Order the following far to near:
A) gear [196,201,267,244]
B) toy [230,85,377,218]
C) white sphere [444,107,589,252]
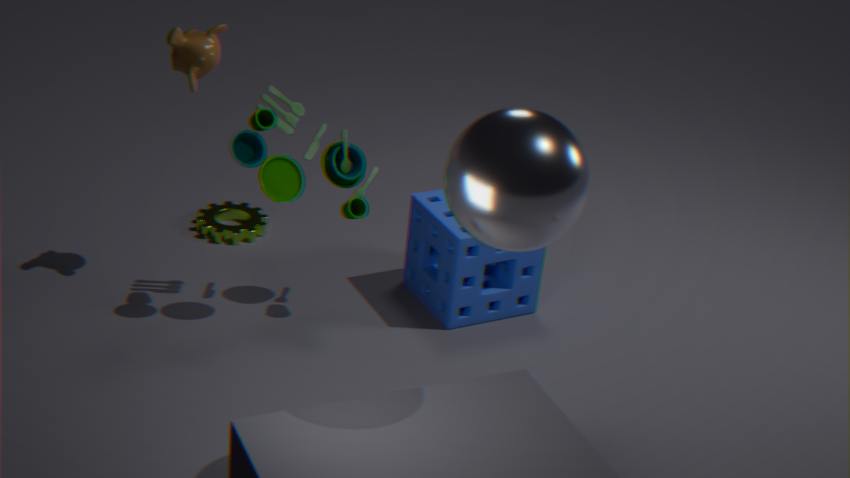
gear [196,201,267,244] → toy [230,85,377,218] → white sphere [444,107,589,252]
